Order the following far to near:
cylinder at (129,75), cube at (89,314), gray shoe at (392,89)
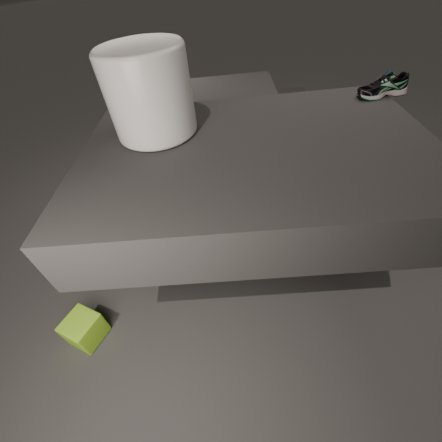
cube at (89,314) → gray shoe at (392,89) → cylinder at (129,75)
